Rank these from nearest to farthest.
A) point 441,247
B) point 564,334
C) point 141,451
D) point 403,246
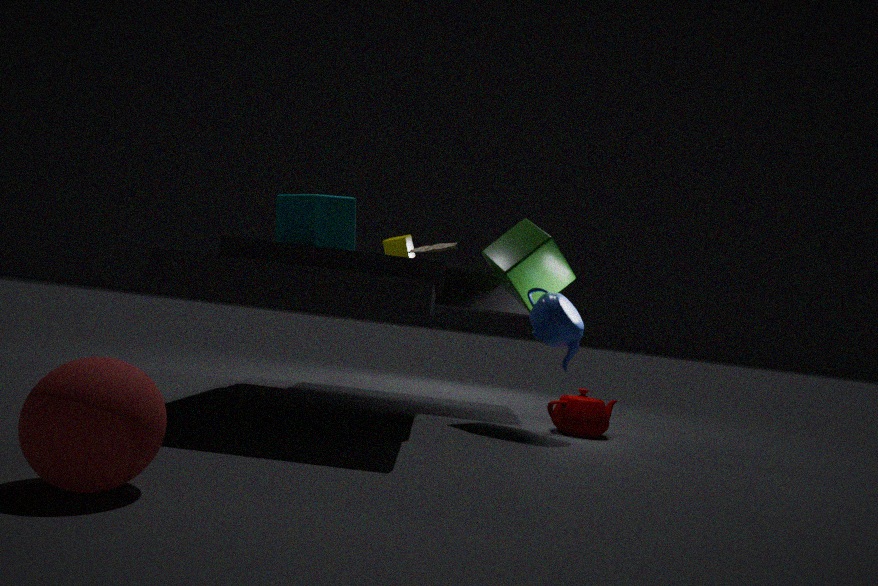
1. C. point 141,451
2. B. point 564,334
3. A. point 441,247
4. D. point 403,246
